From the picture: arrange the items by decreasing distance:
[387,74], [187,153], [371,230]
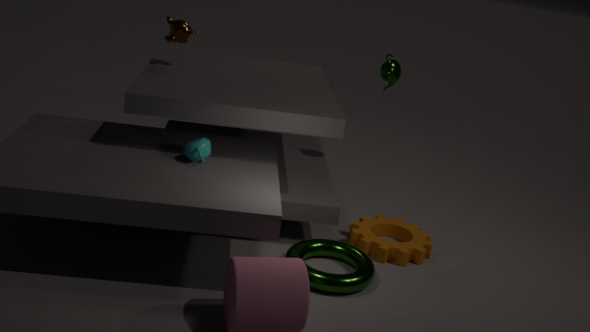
[387,74] < [371,230] < [187,153]
